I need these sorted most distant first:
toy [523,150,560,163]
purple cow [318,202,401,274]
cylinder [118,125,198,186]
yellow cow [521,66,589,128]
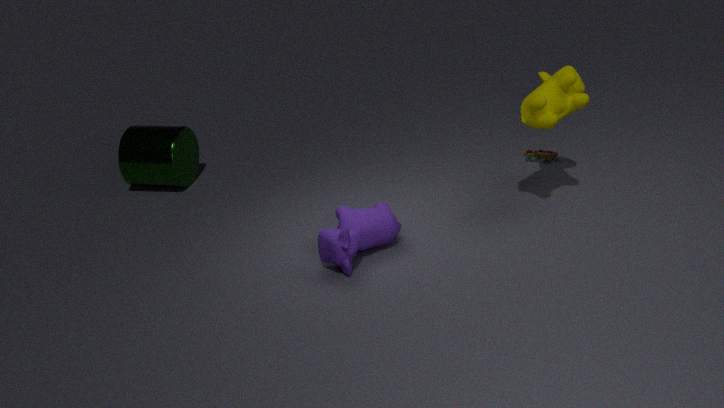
cylinder [118,125,198,186] → toy [523,150,560,163] → yellow cow [521,66,589,128] → purple cow [318,202,401,274]
